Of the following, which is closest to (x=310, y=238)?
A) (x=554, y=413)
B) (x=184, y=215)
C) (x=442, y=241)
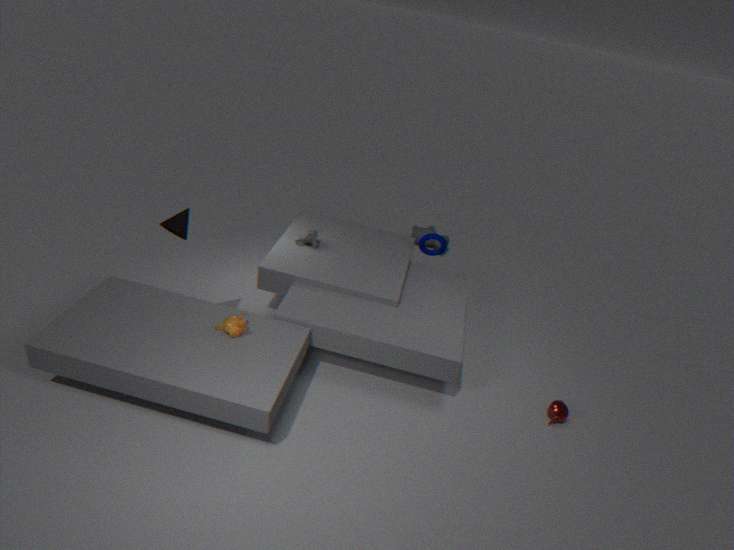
(x=442, y=241)
